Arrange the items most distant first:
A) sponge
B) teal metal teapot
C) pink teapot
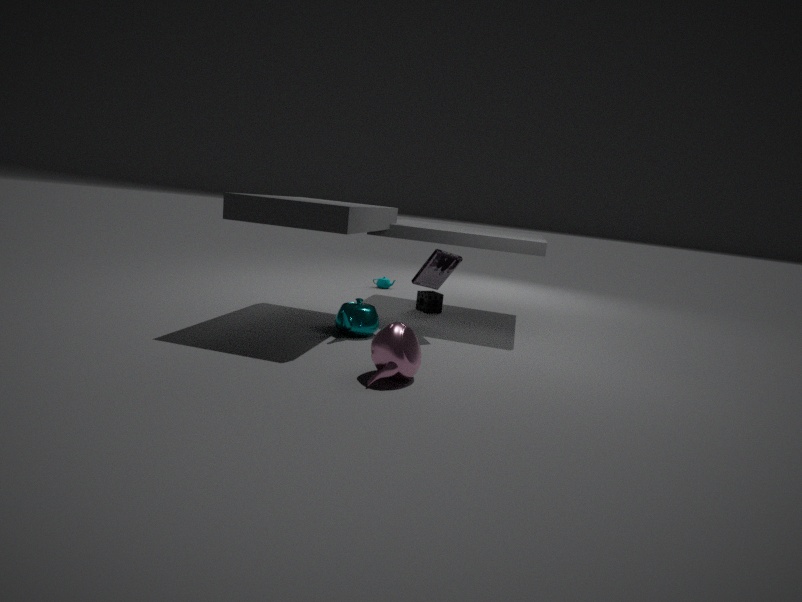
sponge → teal metal teapot → pink teapot
